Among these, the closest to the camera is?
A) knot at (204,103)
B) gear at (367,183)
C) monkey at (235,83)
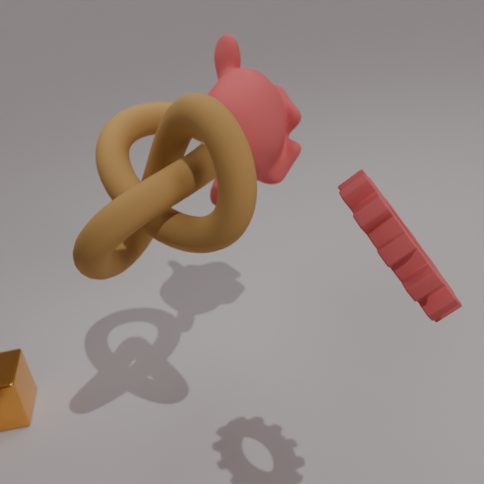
B. gear at (367,183)
